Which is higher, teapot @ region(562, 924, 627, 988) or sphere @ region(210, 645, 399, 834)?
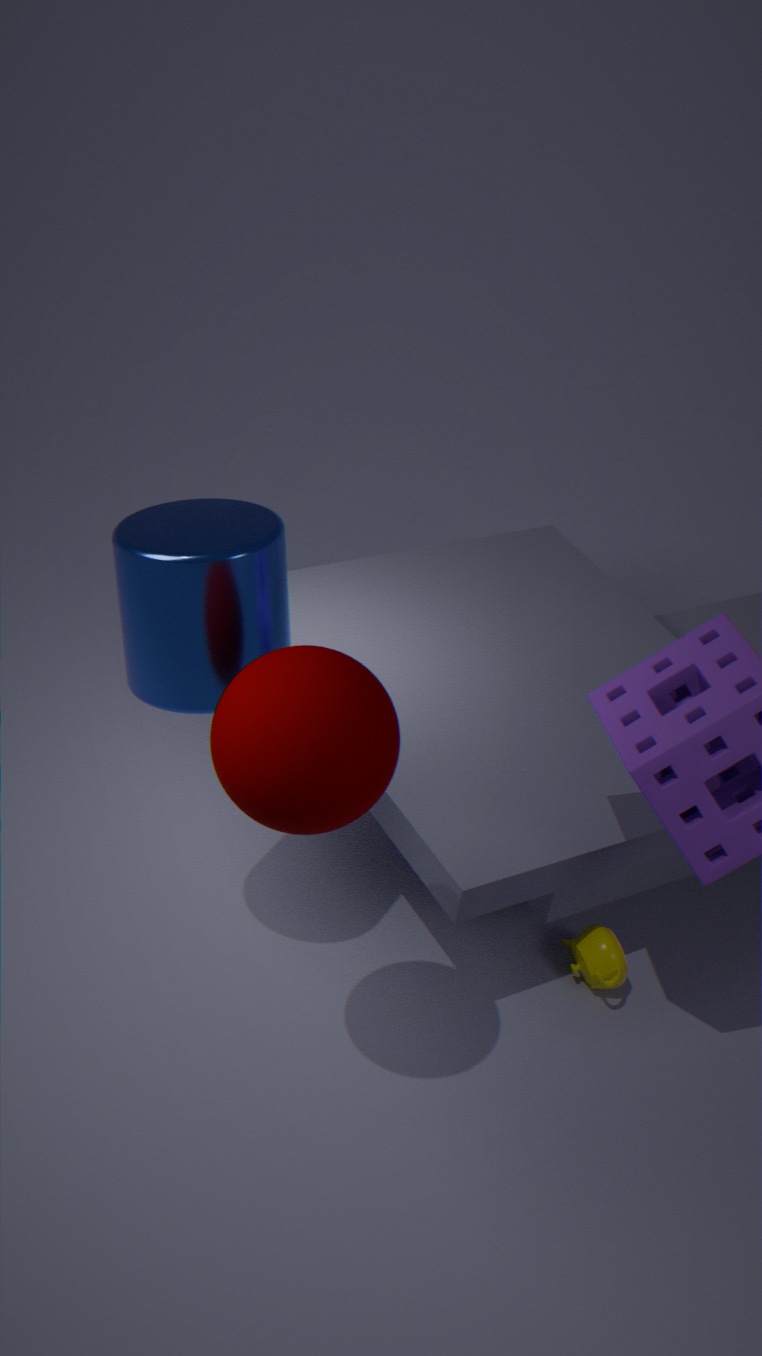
sphere @ region(210, 645, 399, 834)
